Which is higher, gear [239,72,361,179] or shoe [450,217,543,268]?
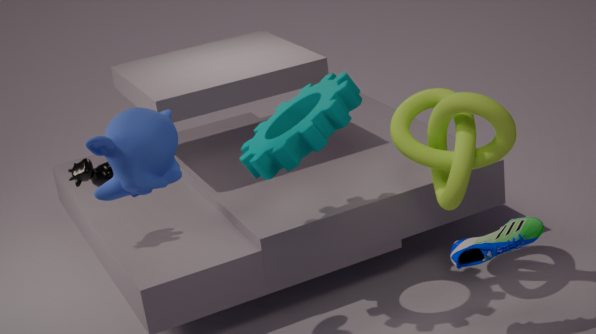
gear [239,72,361,179]
